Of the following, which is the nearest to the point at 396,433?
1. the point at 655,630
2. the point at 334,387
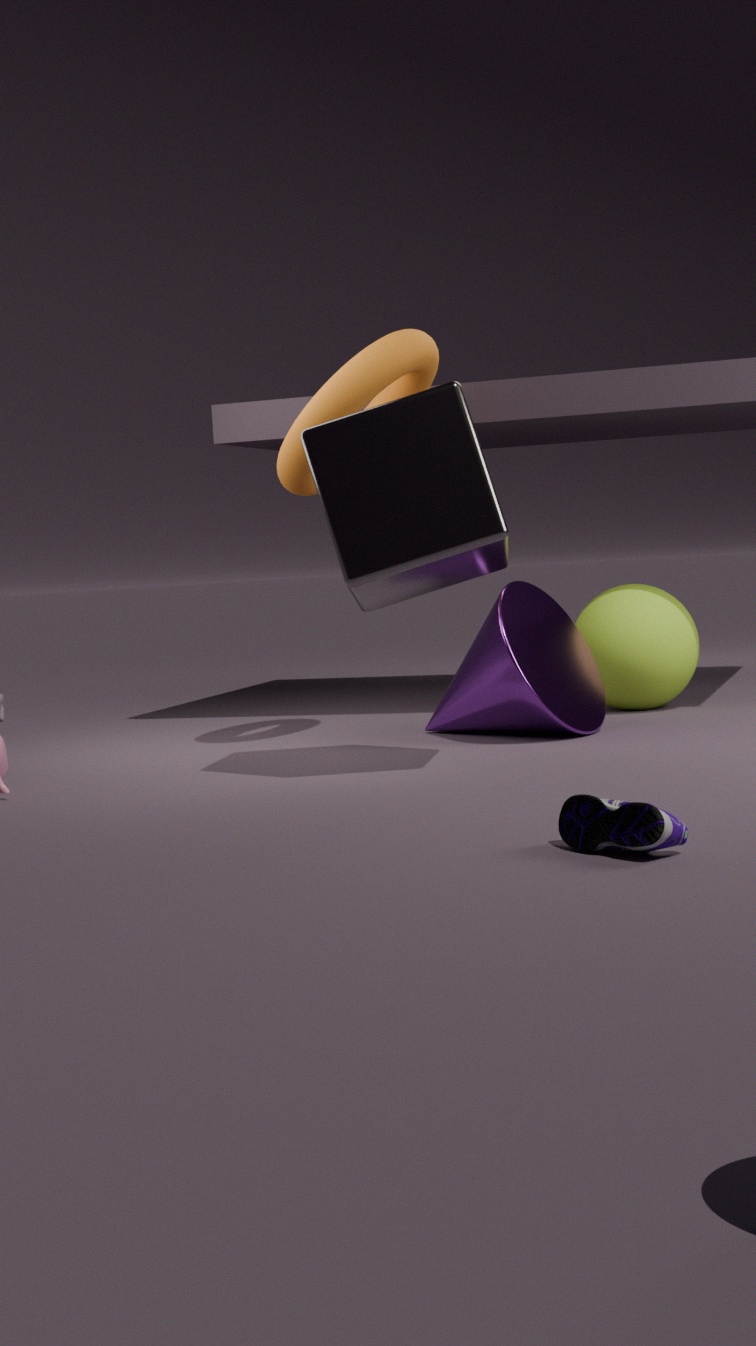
the point at 334,387
